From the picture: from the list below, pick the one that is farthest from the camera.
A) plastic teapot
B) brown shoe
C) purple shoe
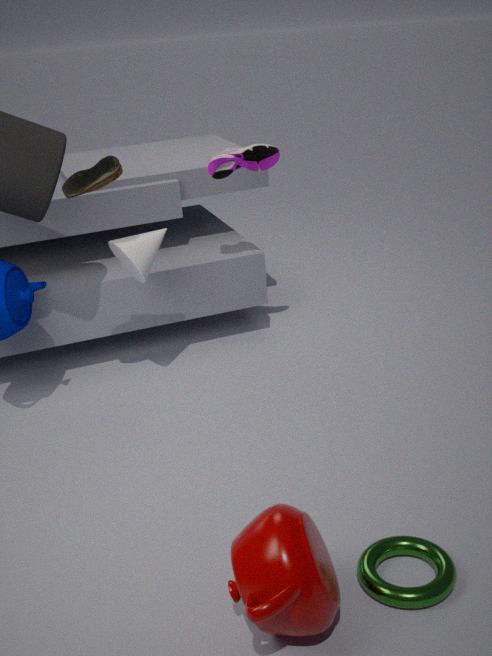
purple shoe
